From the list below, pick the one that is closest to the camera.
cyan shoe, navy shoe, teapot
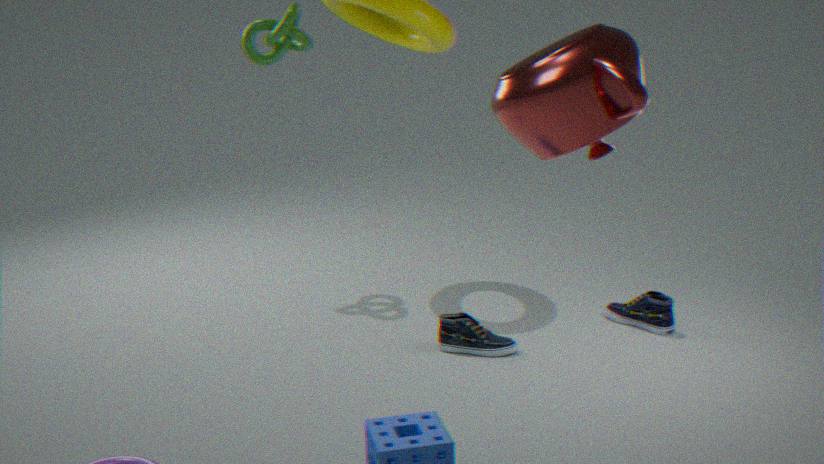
teapot
